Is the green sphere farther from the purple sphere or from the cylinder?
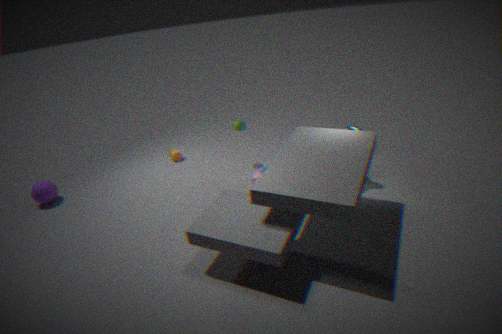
the purple sphere
